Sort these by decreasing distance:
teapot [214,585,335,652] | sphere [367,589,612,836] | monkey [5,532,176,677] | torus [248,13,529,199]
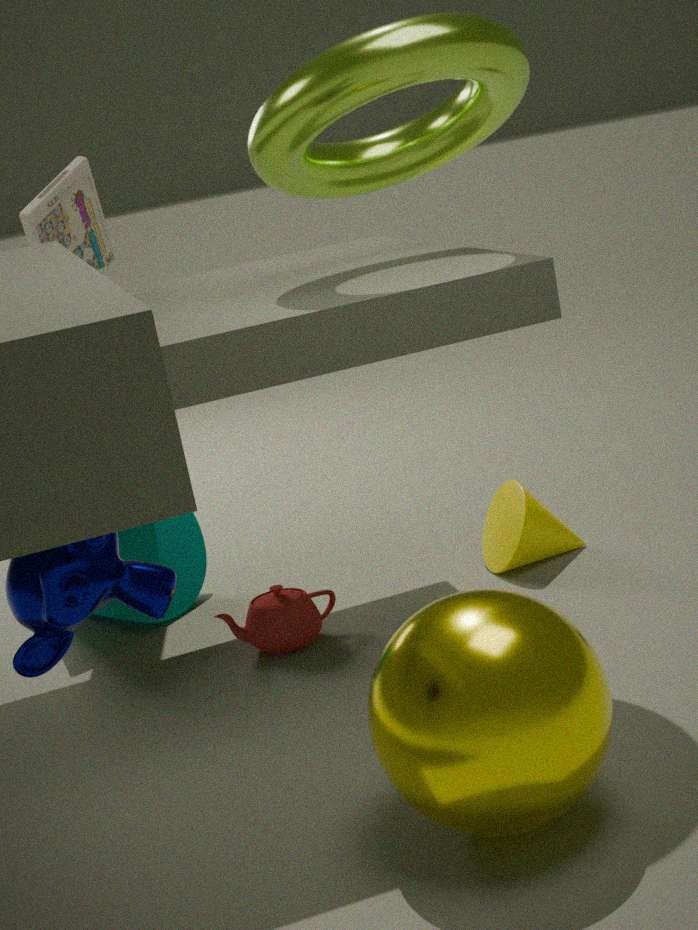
teapot [214,585,335,652] < torus [248,13,529,199] < sphere [367,589,612,836] < monkey [5,532,176,677]
